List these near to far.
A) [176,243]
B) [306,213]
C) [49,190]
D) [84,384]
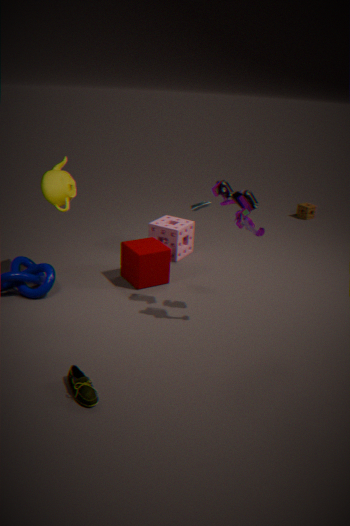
[84,384]
[49,190]
[176,243]
[306,213]
